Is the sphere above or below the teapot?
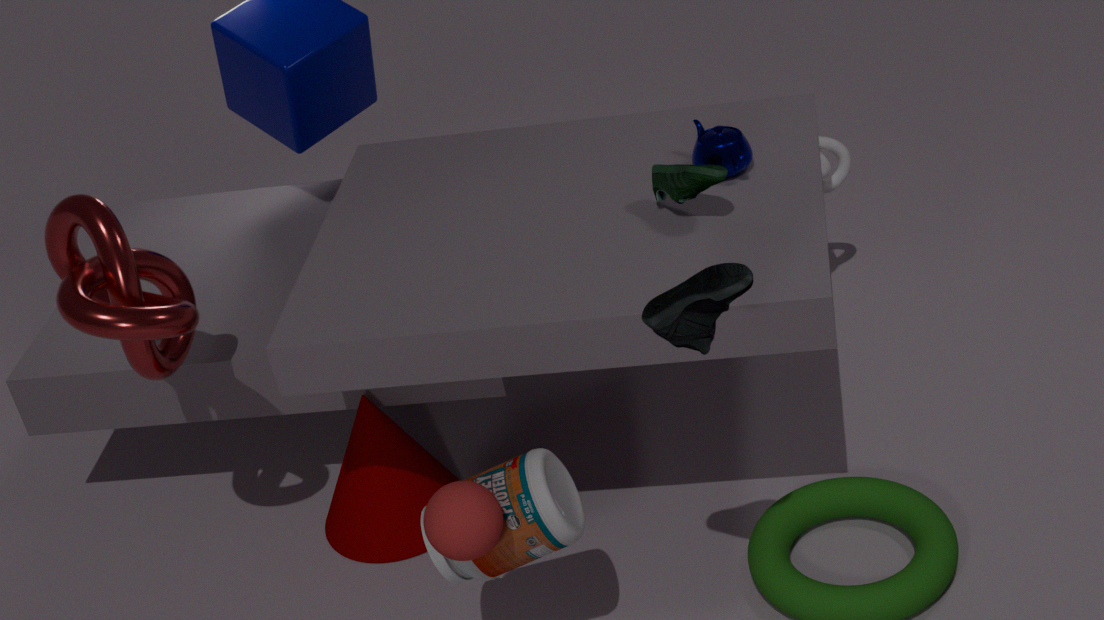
below
